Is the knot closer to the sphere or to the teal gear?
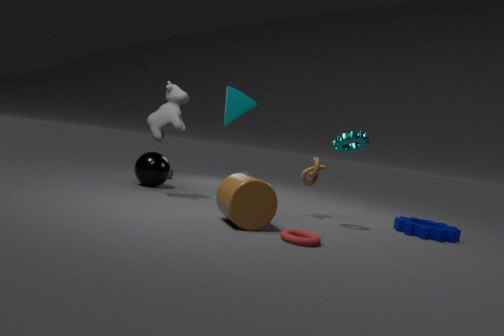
the teal gear
